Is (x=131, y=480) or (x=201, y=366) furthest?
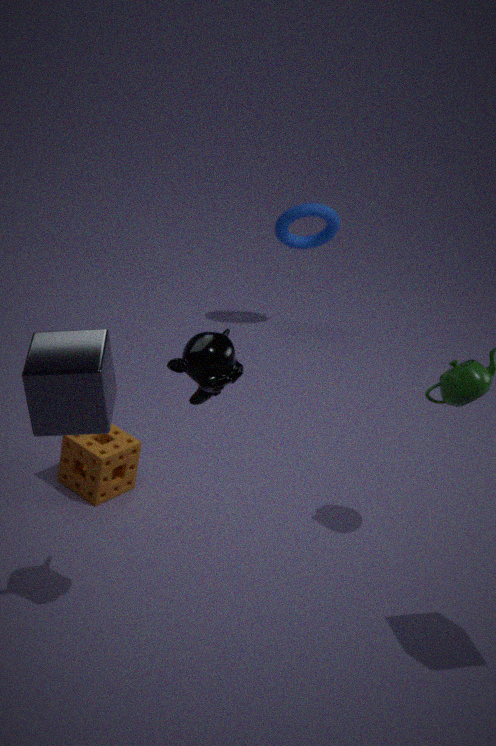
(x=131, y=480)
